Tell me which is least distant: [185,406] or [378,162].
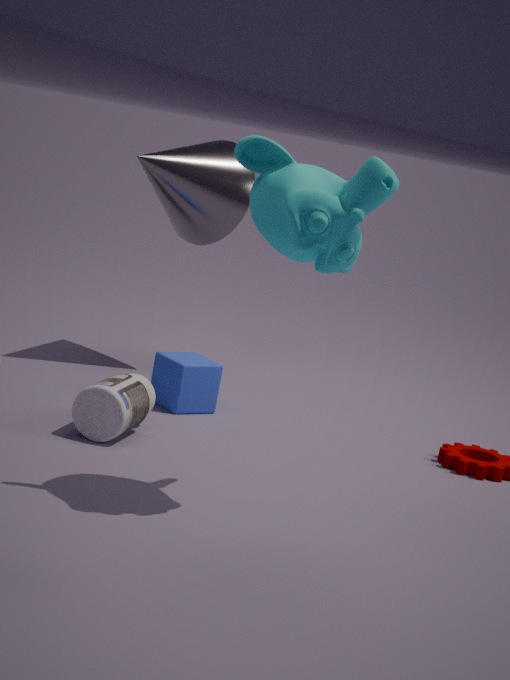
[378,162]
